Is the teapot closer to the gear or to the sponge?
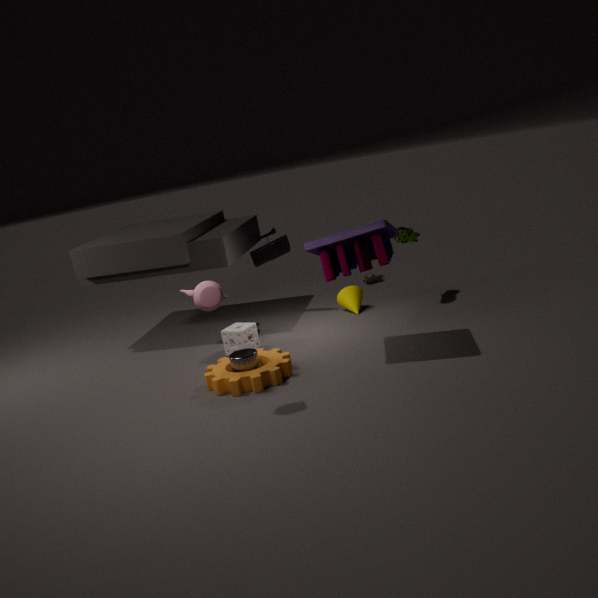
the gear
